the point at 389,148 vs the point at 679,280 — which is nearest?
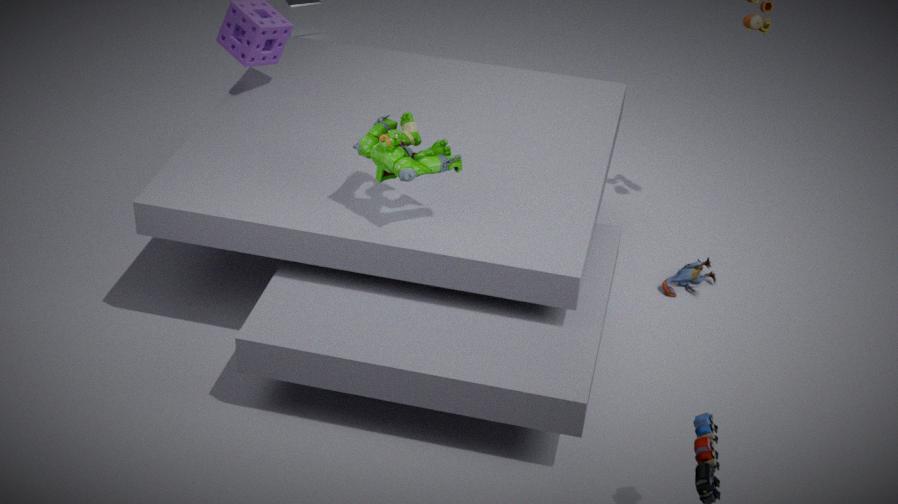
the point at 389,148
